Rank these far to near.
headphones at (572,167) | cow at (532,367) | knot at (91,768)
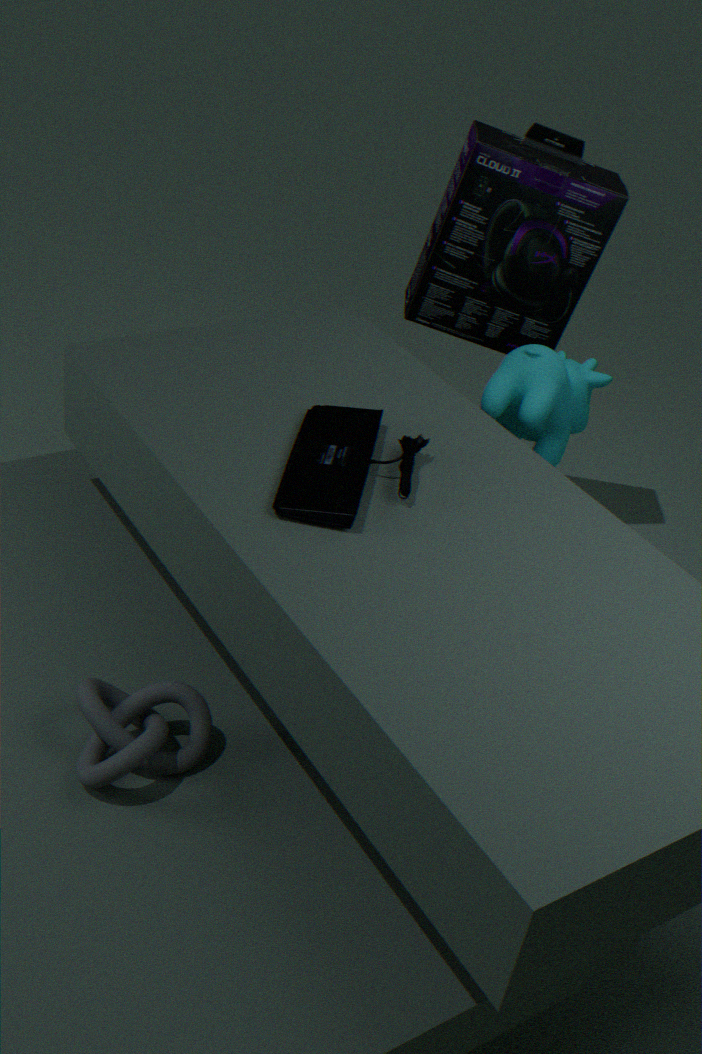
headphones at (572,167), cow at (532,367), knot at (91,768)
